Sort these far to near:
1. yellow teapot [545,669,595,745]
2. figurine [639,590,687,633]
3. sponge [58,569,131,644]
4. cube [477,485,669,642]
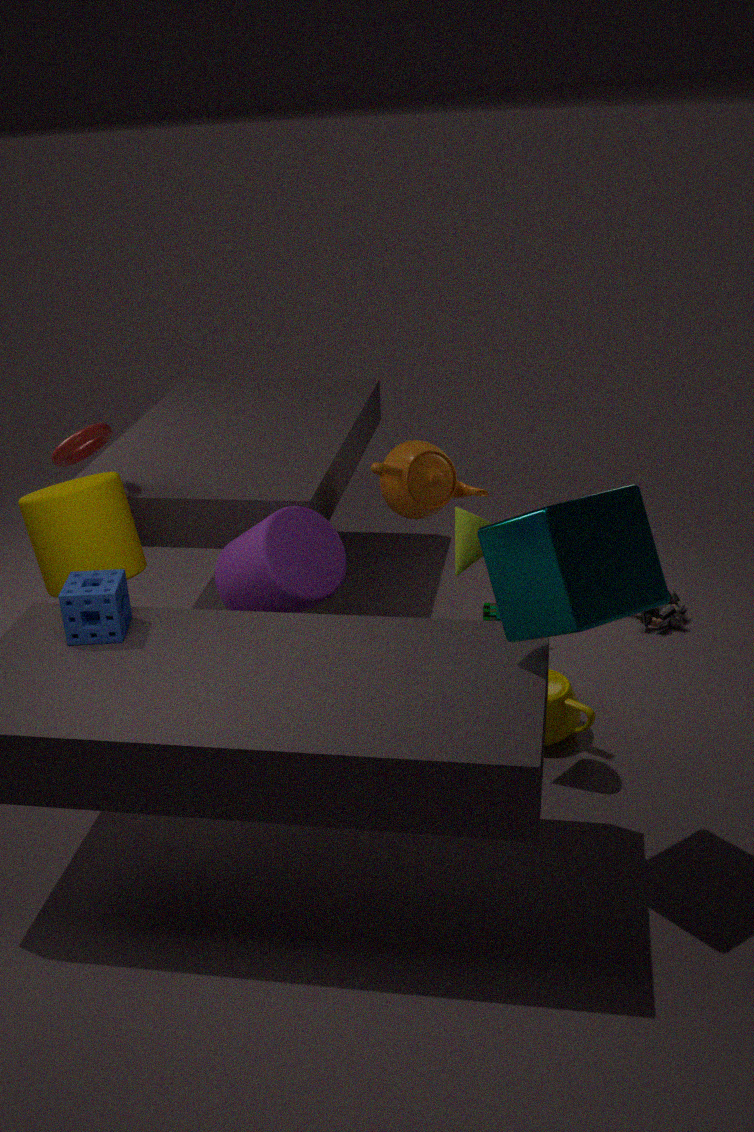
figurine [639,590,687,633], yellow teapot [545,669,595,745], sponge [58,569,131,644], cube [477,485,669,642]
